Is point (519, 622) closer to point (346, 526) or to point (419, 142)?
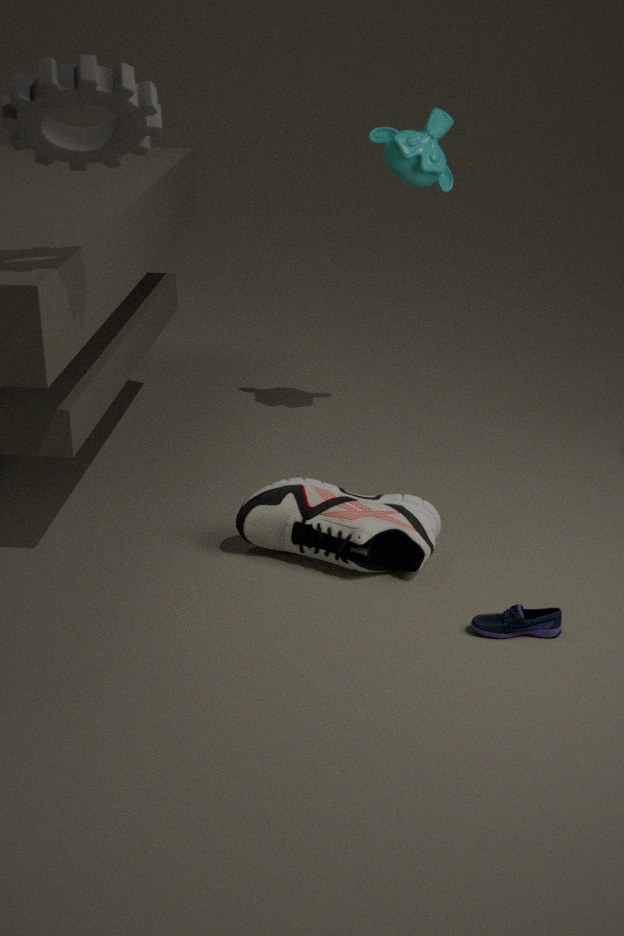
point (346, 526)
